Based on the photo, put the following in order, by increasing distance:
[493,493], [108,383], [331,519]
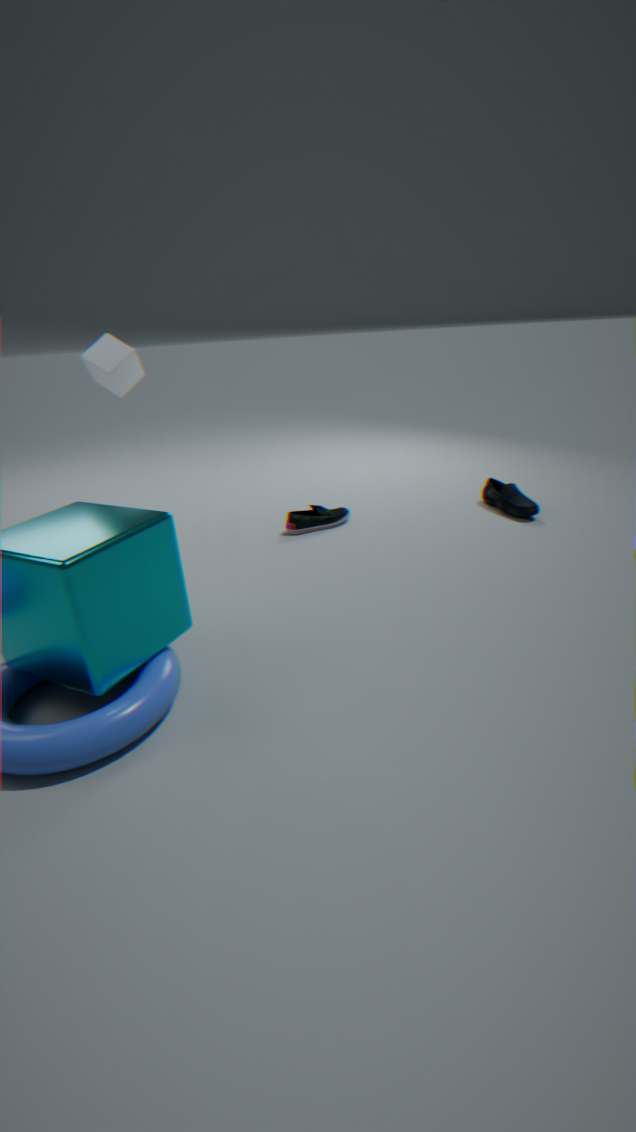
[331,519]
[108,383]
[493,493]
